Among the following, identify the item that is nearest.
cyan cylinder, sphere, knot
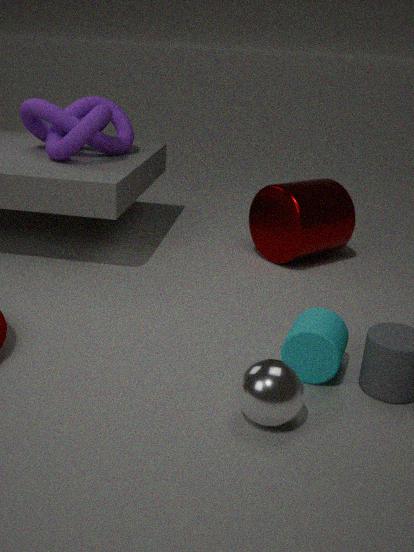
sphere
